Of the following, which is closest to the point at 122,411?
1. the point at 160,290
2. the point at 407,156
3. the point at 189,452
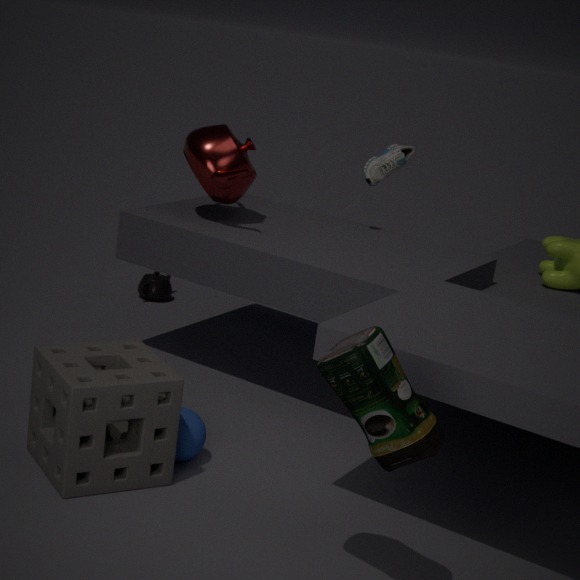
the point at 189,452
